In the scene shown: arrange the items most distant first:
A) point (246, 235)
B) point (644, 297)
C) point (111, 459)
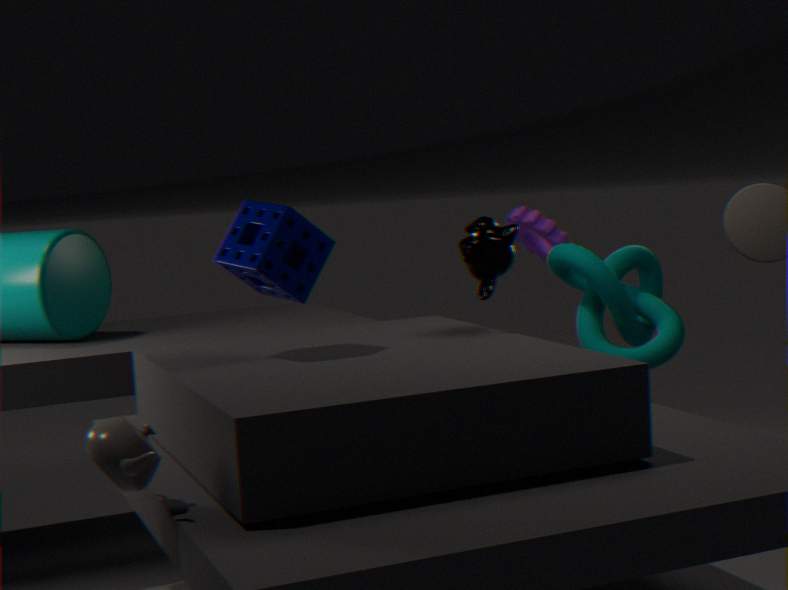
B. point (644, 297)
A. point (246, 235)
C. point (111, 459)
